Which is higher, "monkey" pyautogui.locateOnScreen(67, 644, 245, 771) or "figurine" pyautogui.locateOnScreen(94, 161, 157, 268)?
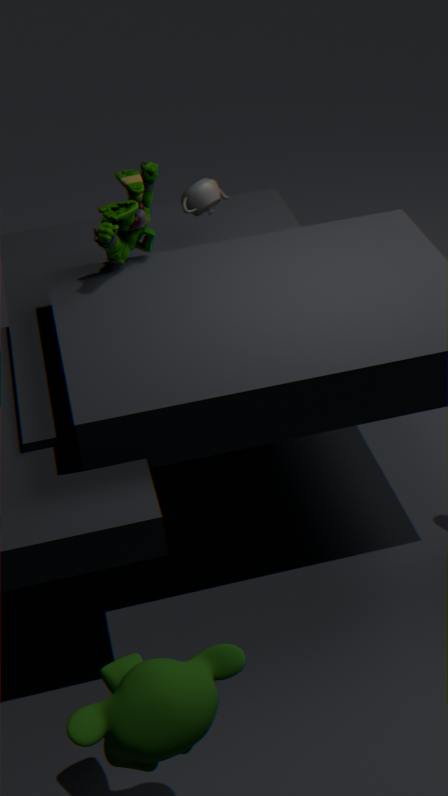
"figurine" pyautogui.locateOnScreen(94, 161, 157, 268)
